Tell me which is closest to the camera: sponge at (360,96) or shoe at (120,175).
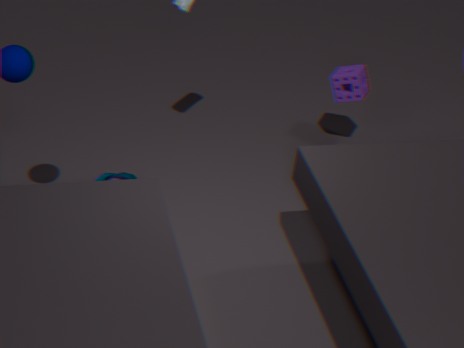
shoe at (120,175)
